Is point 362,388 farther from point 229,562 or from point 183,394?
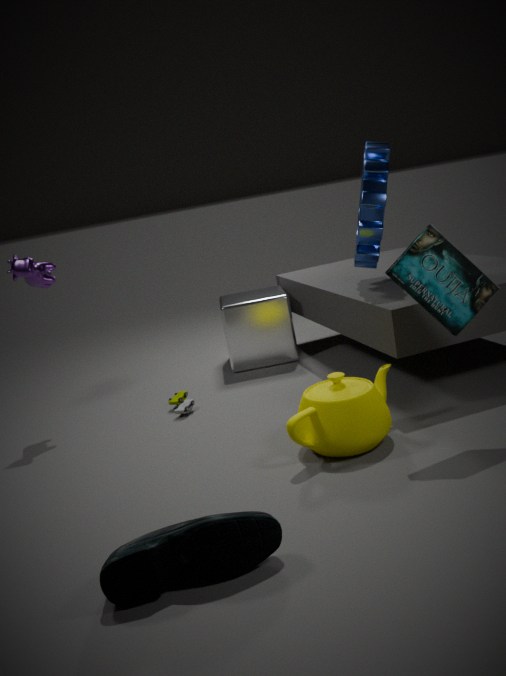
point 183,394
